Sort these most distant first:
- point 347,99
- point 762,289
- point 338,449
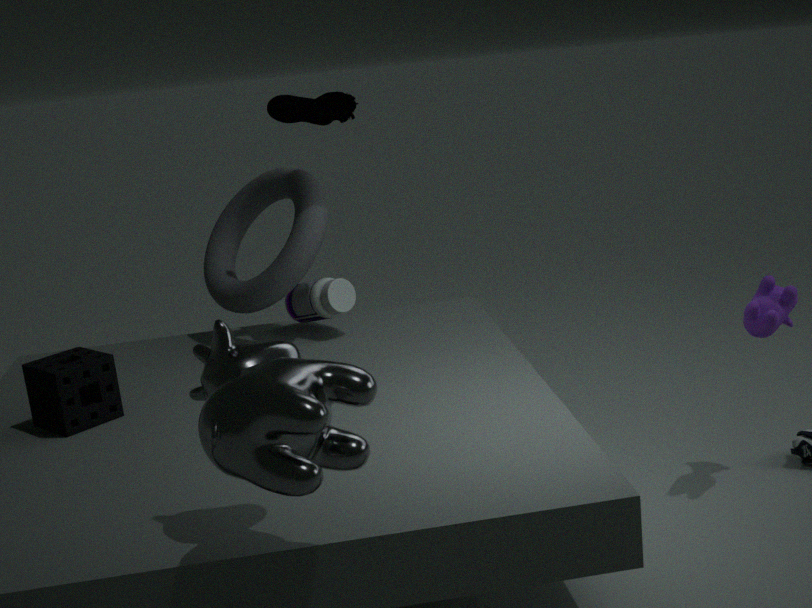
point 347,99
point 762,289
point 338,449
